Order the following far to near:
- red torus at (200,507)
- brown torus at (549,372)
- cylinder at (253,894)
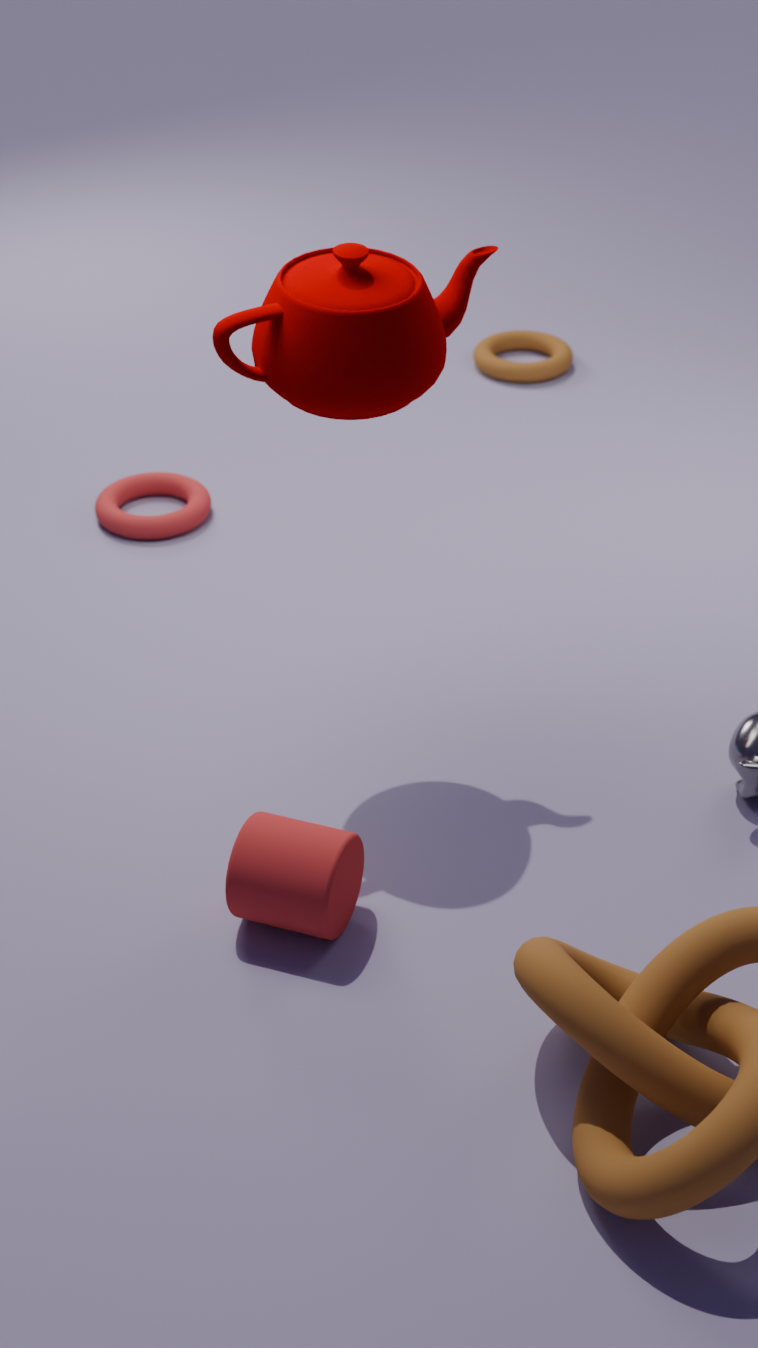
brown torus at (549,372)
red torus at (200,507)
cylinder at (253,894)
